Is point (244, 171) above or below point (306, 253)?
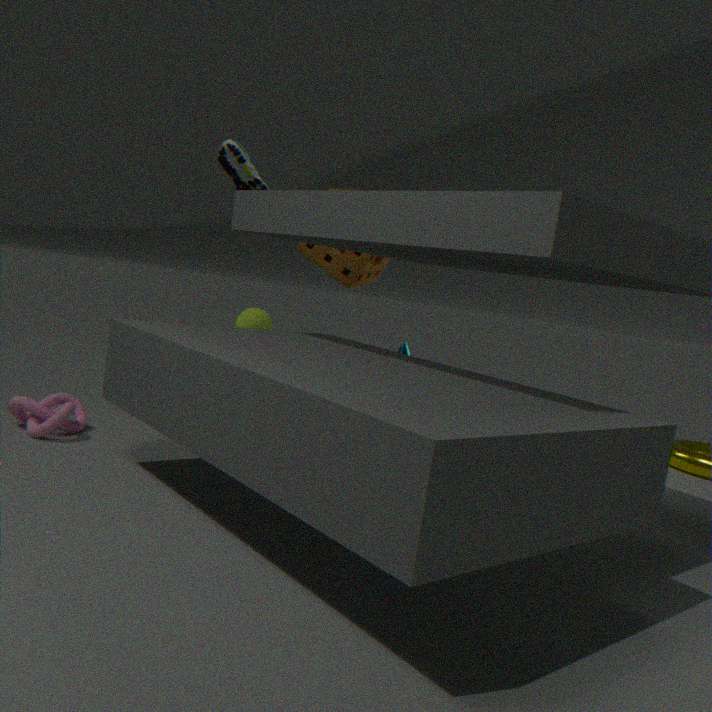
above
